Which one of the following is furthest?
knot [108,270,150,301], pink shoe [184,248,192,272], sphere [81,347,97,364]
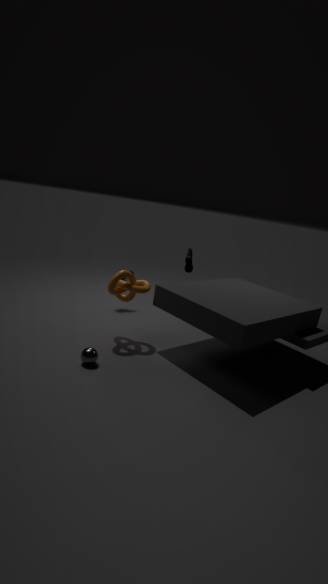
pink shoe [184,248,192,272]
